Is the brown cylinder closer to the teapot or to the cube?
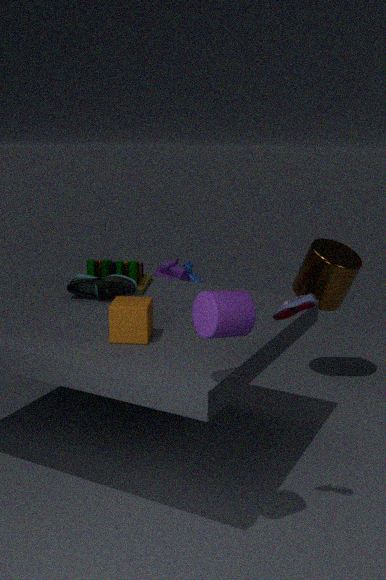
the teapot
